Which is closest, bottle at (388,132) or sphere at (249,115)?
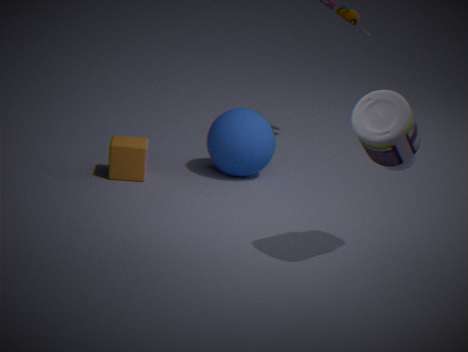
bottle at (388,132)
